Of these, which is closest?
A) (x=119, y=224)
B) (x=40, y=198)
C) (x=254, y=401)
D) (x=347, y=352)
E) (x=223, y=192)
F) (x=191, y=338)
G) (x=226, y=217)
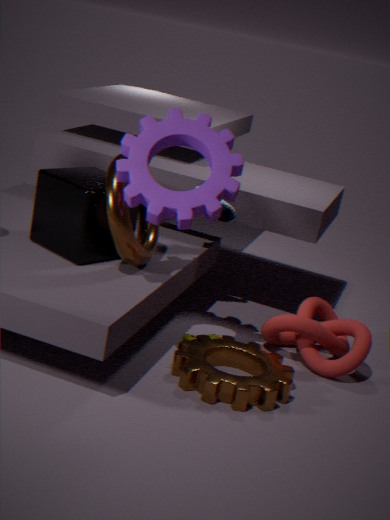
(x=254, y=401)
